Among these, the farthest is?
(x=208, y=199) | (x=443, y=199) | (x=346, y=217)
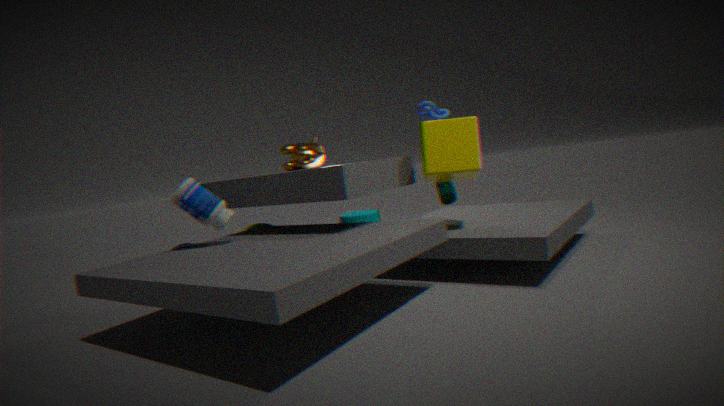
(x=346, y=217)
